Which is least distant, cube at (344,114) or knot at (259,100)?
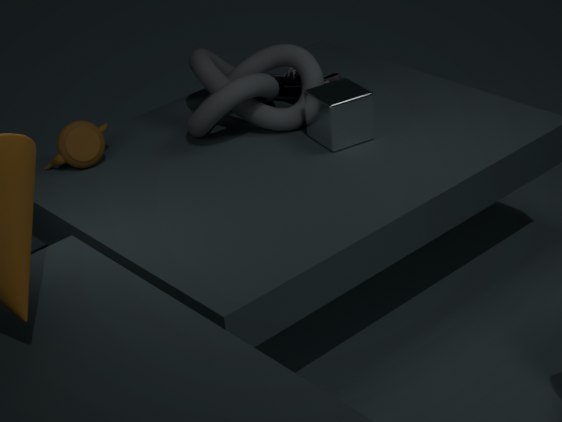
cube at (344,114)
